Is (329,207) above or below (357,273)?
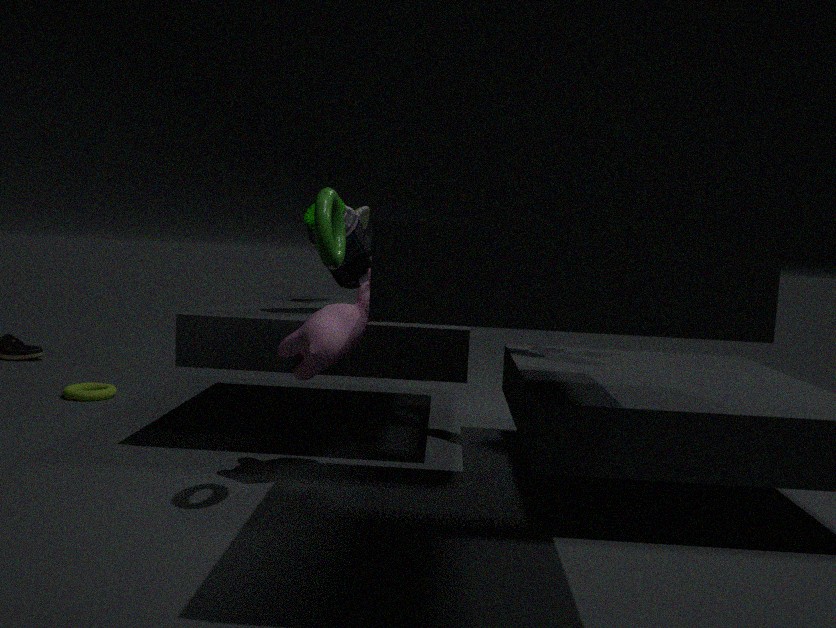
above
